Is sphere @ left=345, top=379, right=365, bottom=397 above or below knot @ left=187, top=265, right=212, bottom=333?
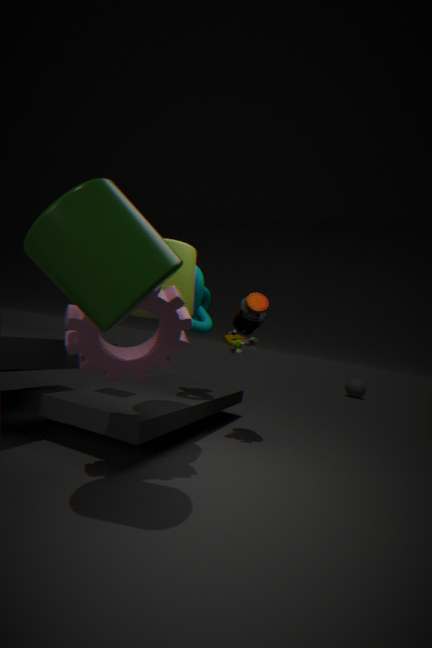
below
